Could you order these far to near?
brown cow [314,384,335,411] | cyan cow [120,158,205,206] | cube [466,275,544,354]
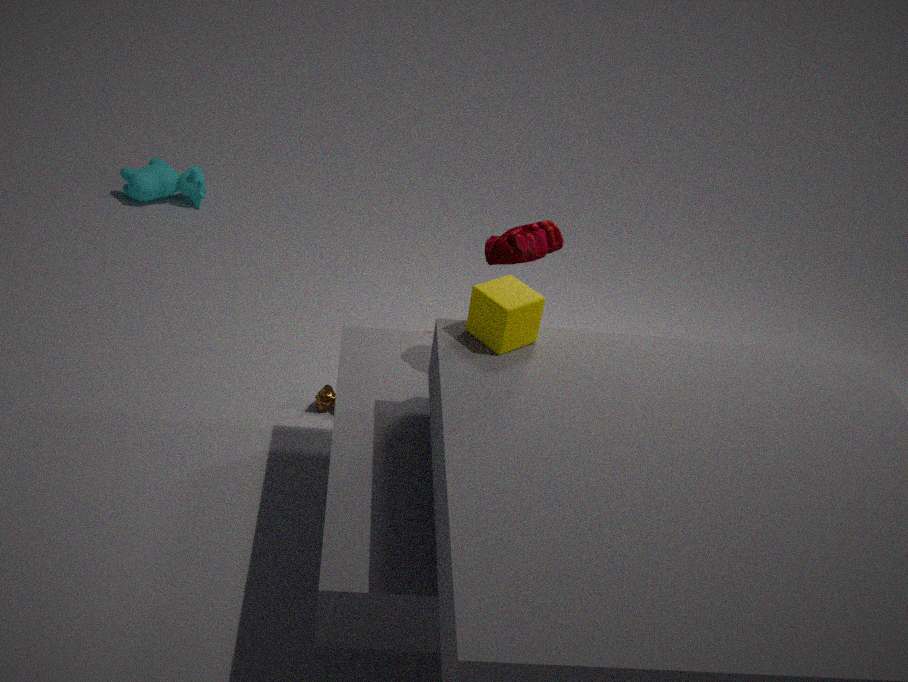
cyan cow [120,158,205,206]
brown cow [314,384,335,411]
cube [466,275,544,354]
